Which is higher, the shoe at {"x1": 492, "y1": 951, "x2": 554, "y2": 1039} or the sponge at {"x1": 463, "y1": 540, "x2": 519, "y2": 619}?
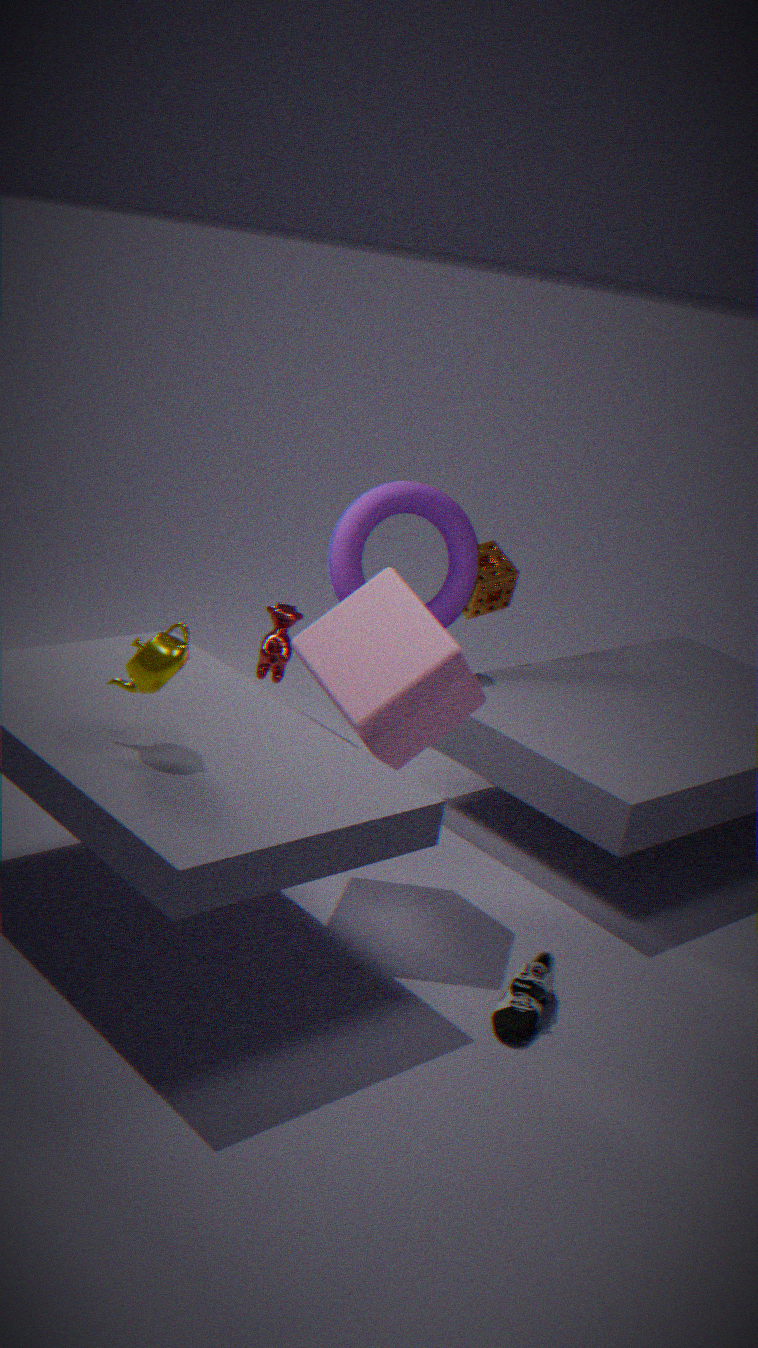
the sponge at {"x1": 463, "y1": 540, "x2": 519, "y2": 619}
